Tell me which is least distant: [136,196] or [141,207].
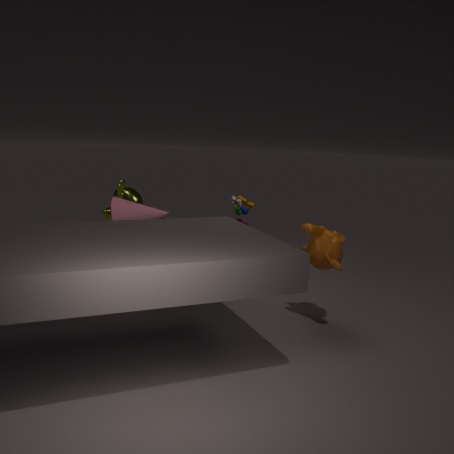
[141,207]
